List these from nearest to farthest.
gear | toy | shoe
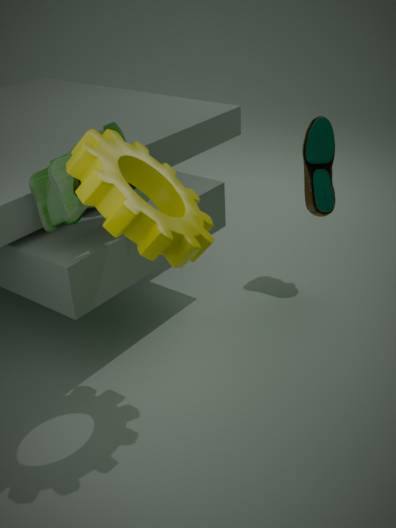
gear
toy
shoe
